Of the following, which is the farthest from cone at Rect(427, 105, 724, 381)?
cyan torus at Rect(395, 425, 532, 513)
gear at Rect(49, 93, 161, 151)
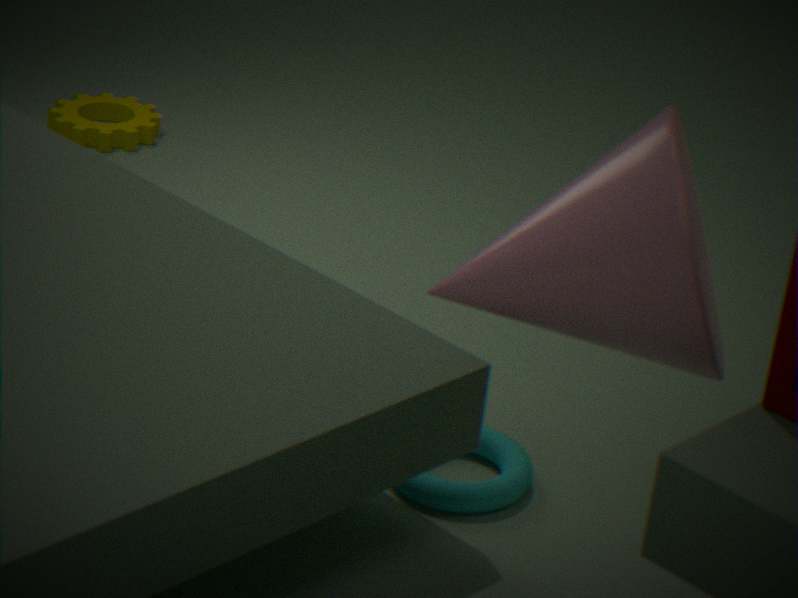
gear at Rect(49, 93, 161, 151)
